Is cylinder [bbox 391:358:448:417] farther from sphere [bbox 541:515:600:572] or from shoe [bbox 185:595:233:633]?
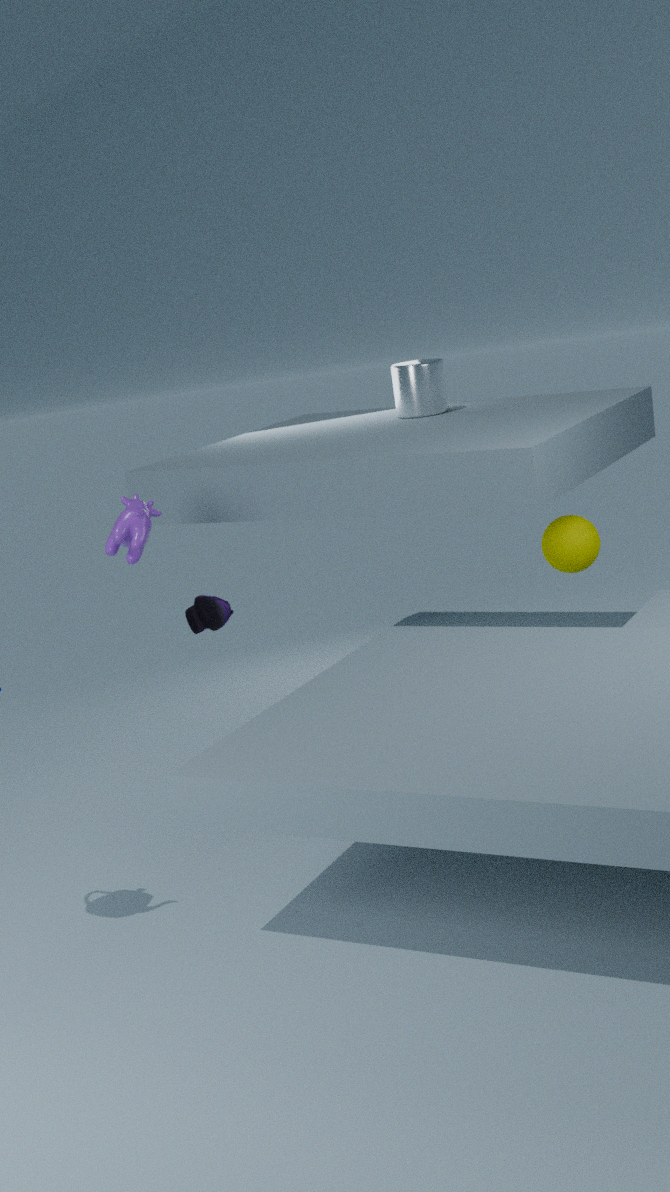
shoe [bbox 185:595:233:633]
